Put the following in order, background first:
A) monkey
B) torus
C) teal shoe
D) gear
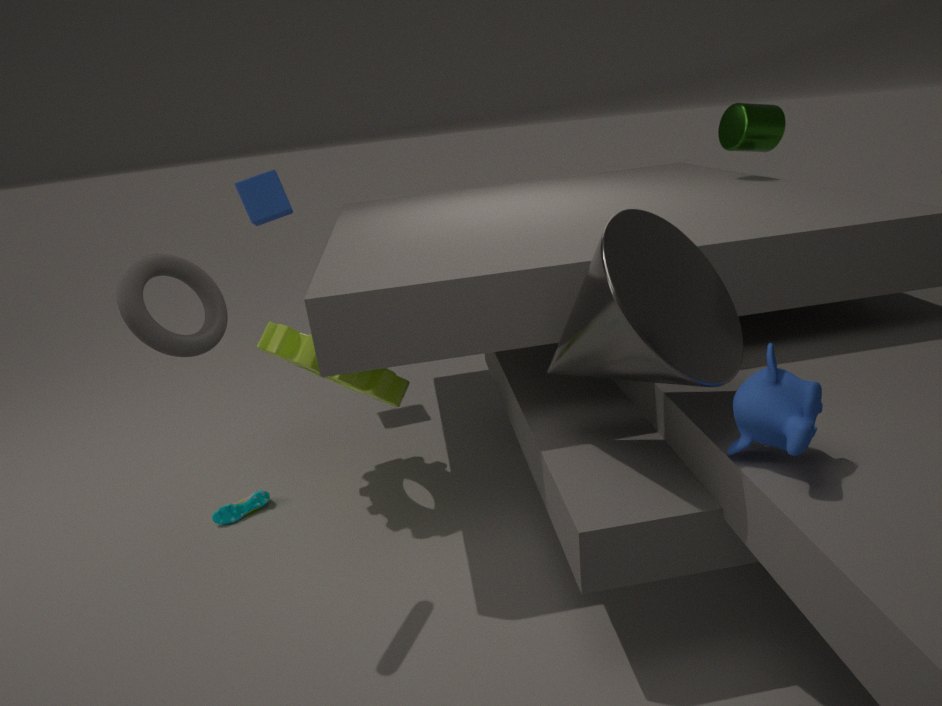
teal shoe
gear
torus
monkey
